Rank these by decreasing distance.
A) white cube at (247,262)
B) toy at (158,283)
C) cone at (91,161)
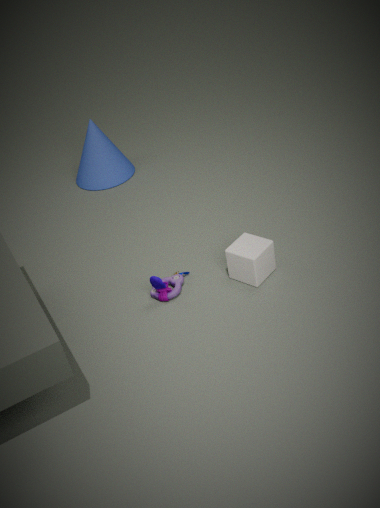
cone at (91,161) < toy at (158,283) < white cube at (247,262)
